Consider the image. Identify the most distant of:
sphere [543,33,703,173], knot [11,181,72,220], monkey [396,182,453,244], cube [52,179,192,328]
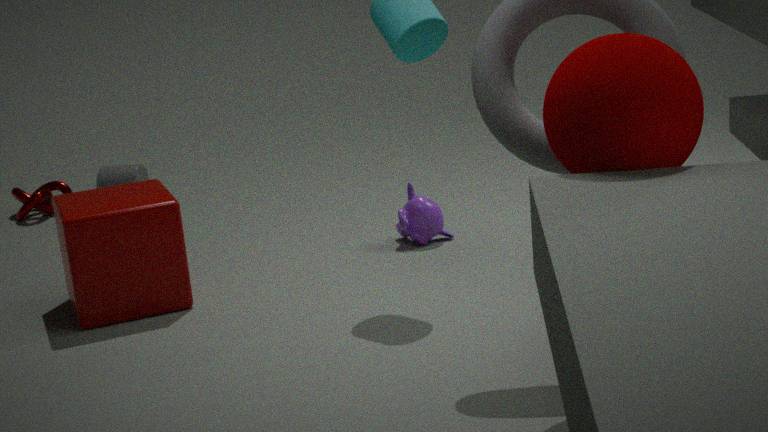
knot [11,181,72,220]
